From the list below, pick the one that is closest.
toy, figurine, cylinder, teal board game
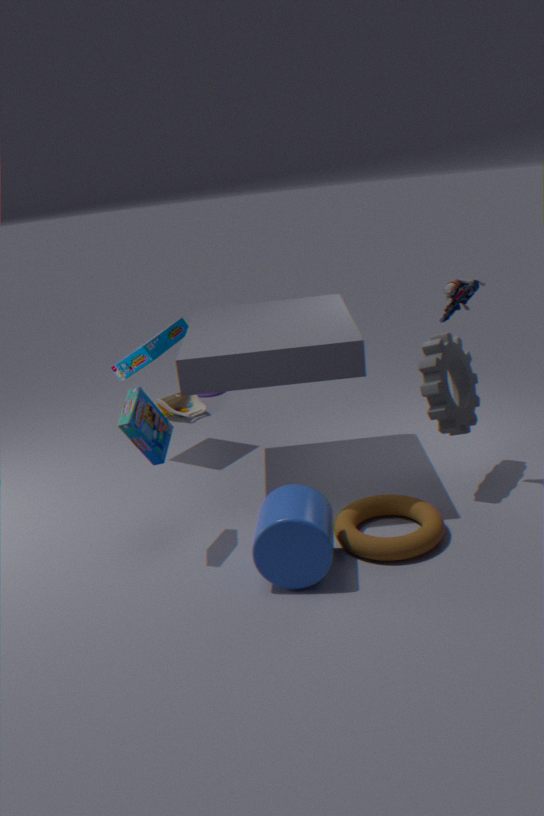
cylinder
